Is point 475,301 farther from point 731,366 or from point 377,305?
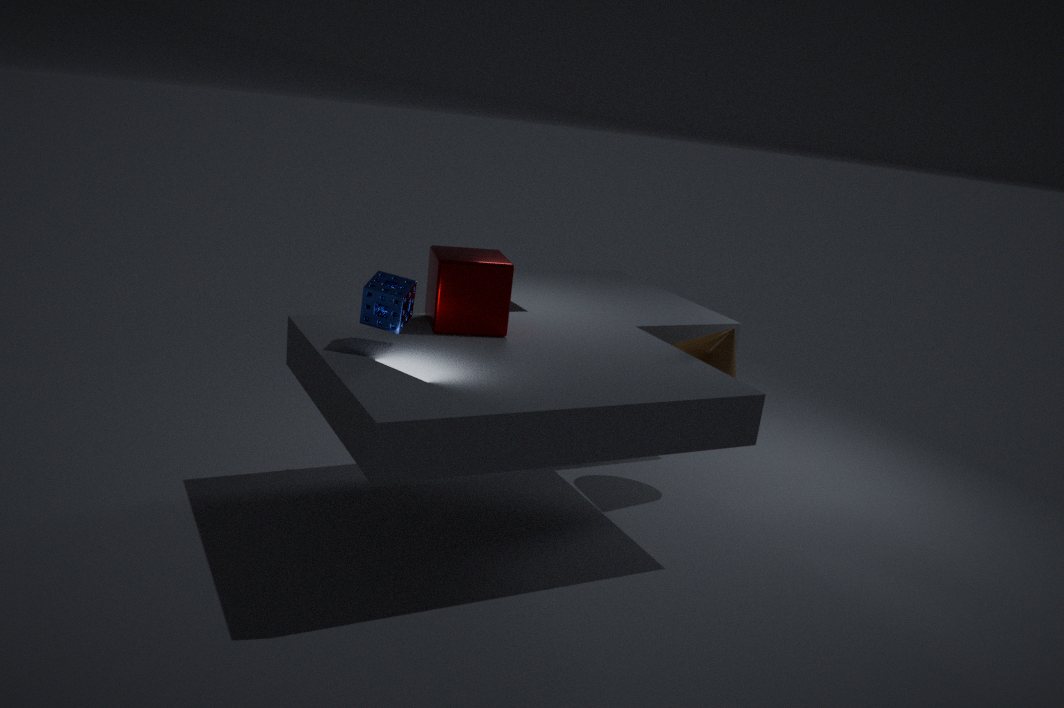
point 731,366
